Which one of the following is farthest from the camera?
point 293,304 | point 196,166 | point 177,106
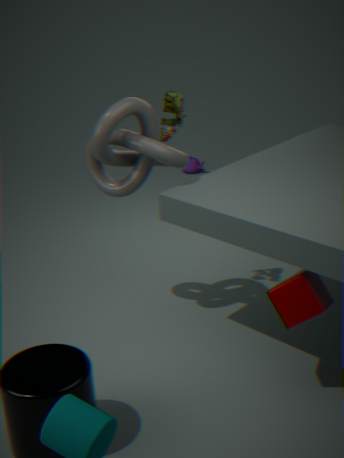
point 196,166
